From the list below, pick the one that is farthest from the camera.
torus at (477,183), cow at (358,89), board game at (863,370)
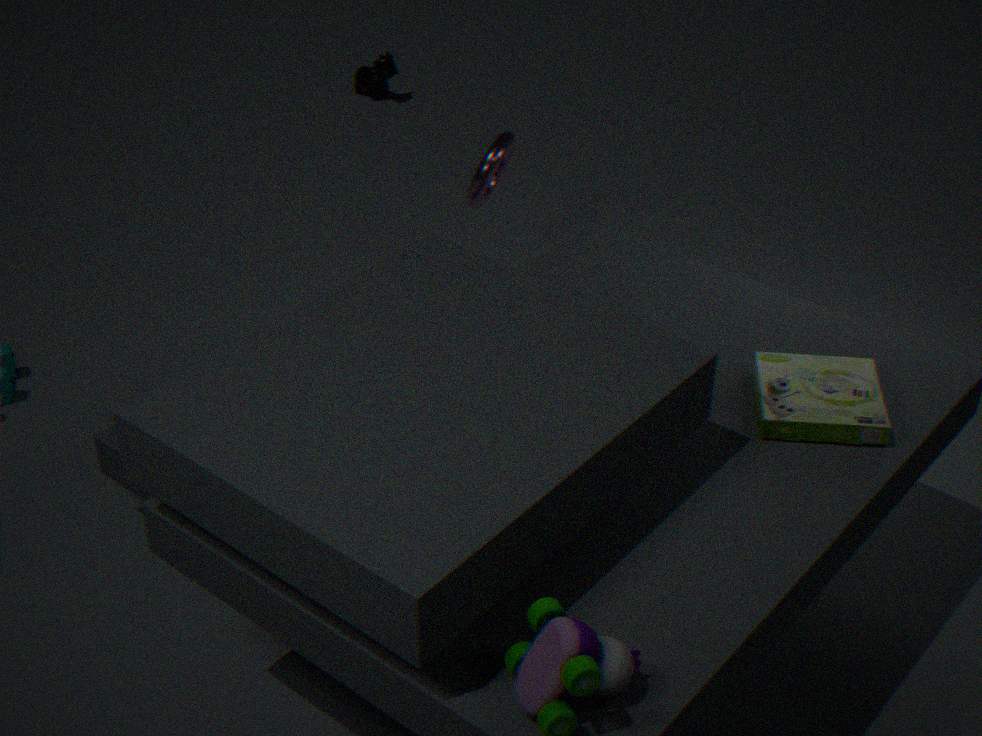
cow at (358,89)
